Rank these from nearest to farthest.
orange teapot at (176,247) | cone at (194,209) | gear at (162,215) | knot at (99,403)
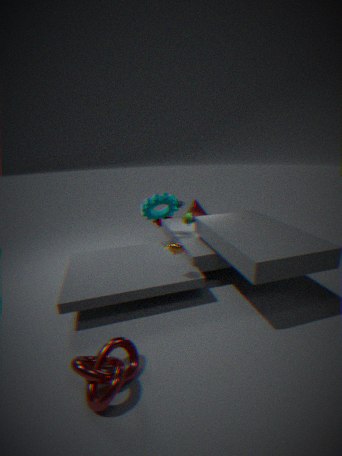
knot at (99,403)
orange teapot at (176,247)
gear at (162,215)
cone at (194,209)
